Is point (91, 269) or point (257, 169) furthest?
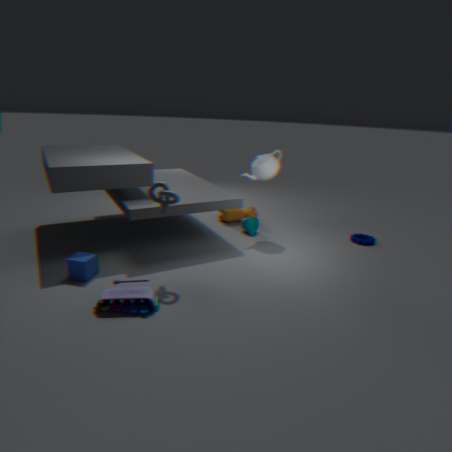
point (257, 169)
